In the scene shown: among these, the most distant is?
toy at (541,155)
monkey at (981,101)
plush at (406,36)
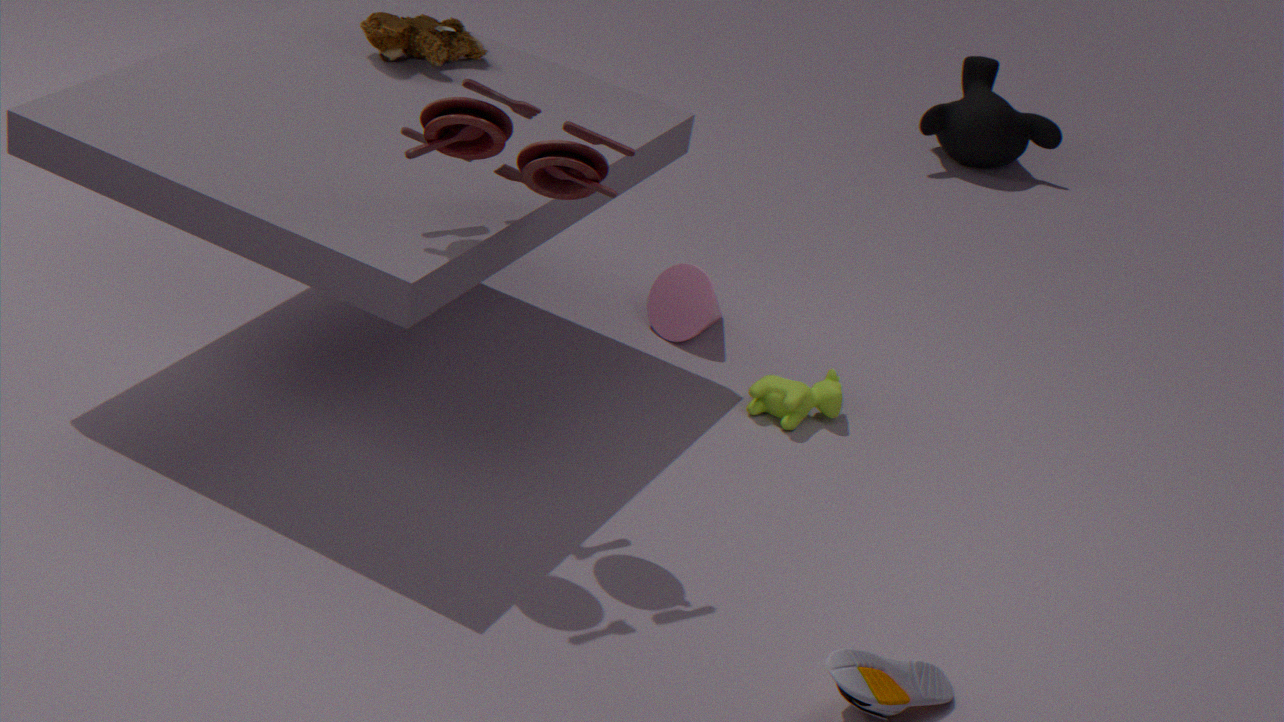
monkey at (981,101)
